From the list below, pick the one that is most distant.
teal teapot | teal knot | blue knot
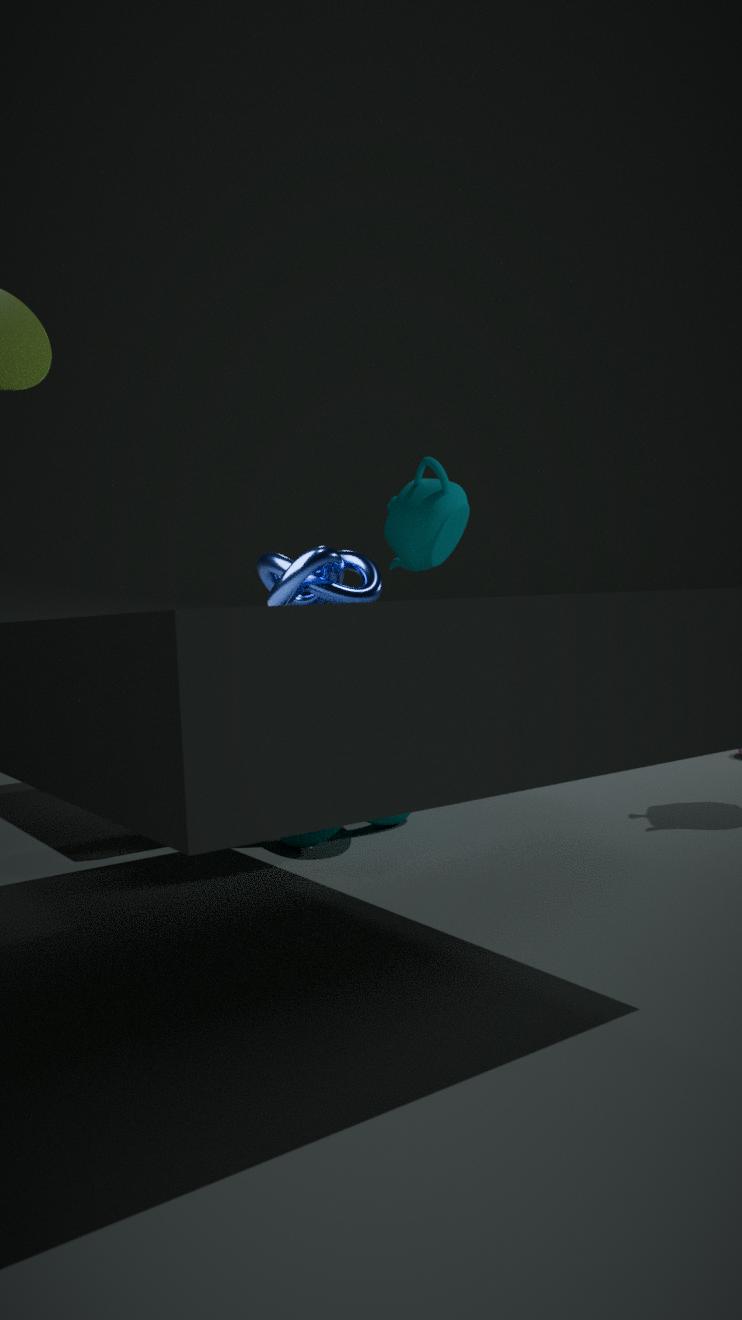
teal teapot
